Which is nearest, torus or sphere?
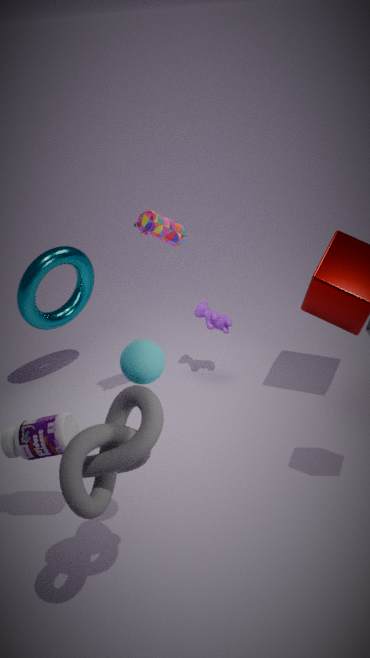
sphere
